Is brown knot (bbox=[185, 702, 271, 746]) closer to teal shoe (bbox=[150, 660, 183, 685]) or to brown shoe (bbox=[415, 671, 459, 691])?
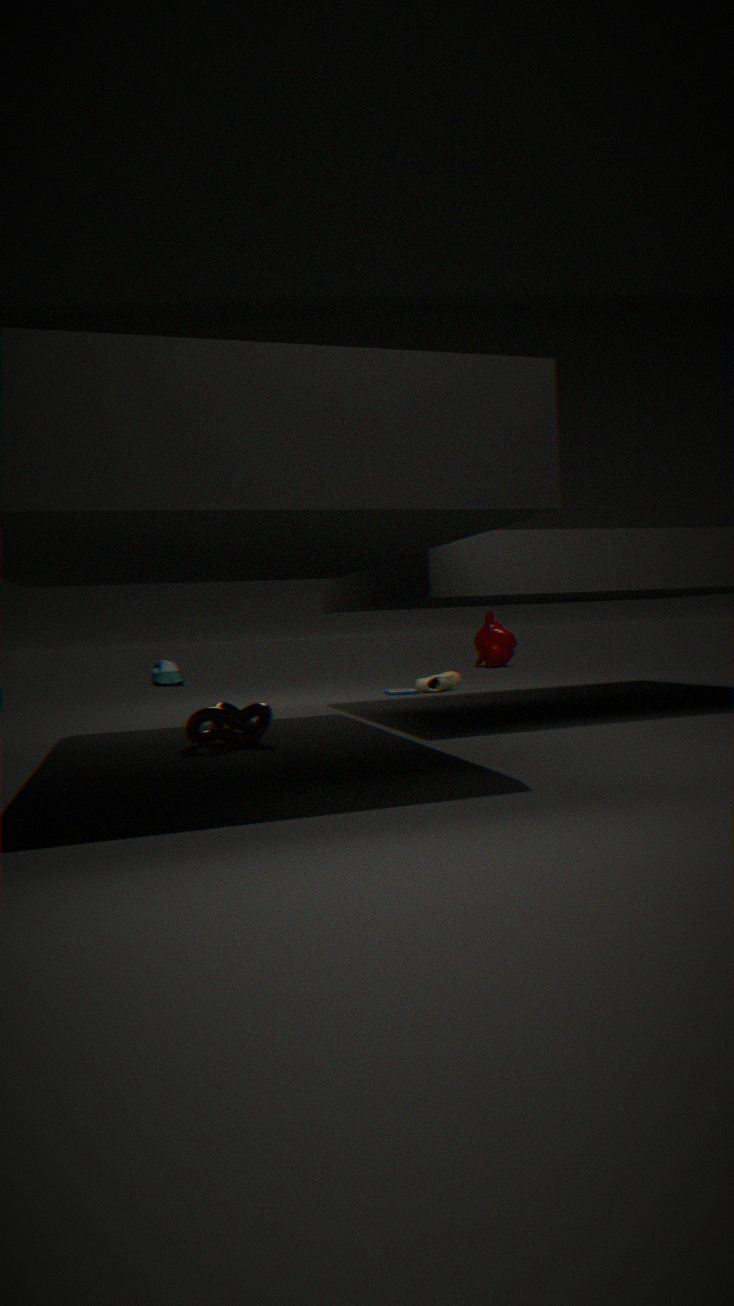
brown shoe (bbox=[415, 671, 459, 691])
